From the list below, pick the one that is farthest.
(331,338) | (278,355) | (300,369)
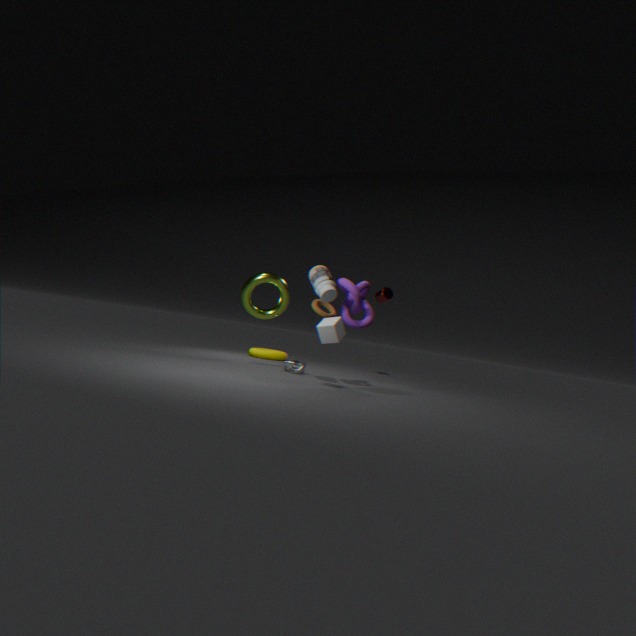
(278,355)
